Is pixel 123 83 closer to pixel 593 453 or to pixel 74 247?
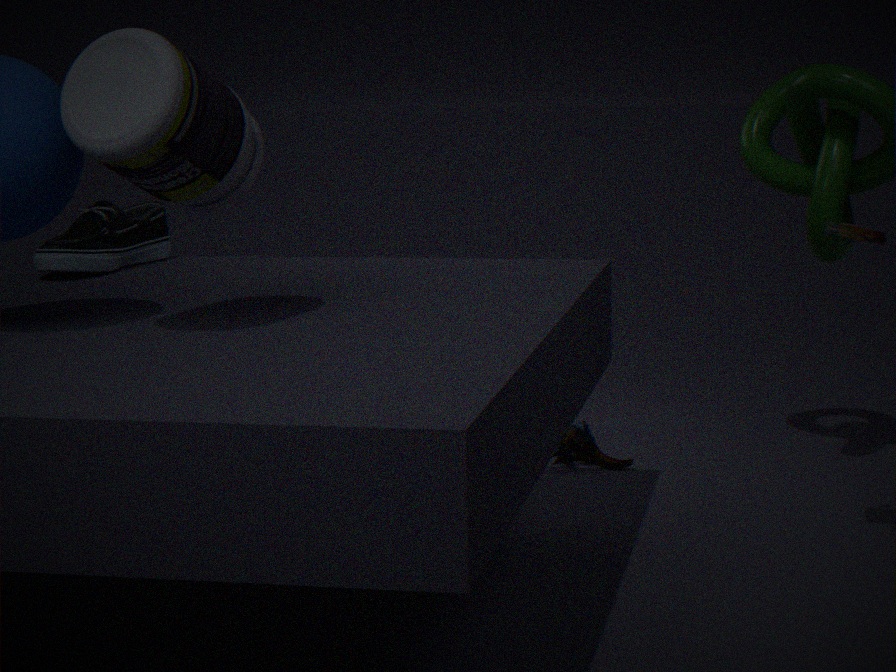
pixel 74 247
